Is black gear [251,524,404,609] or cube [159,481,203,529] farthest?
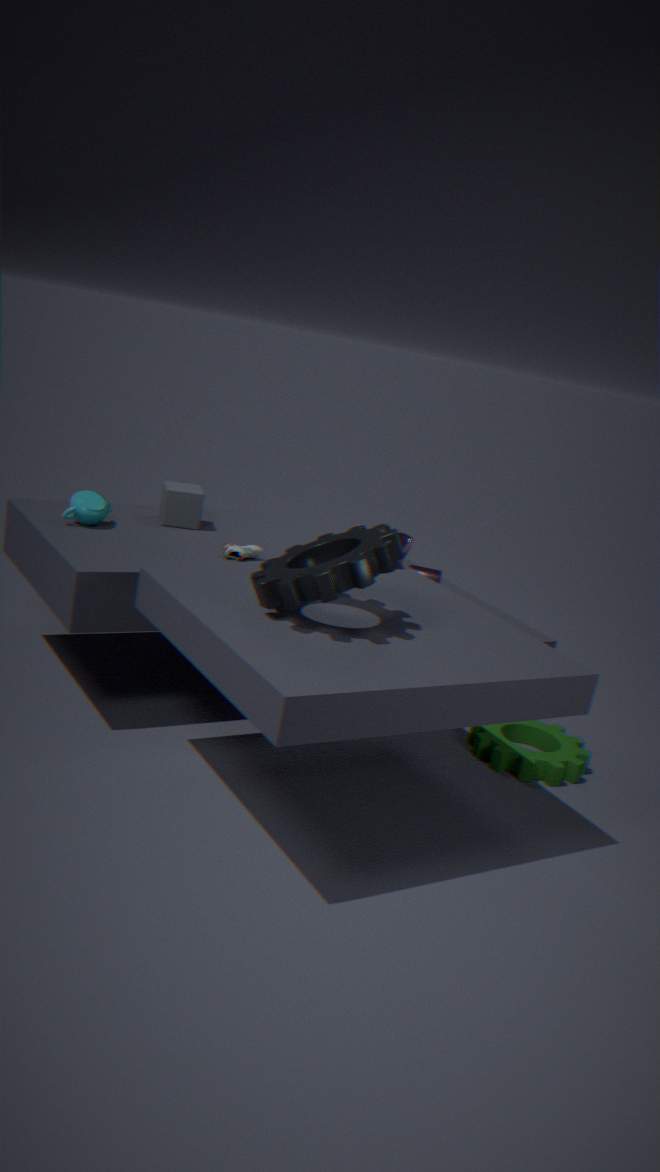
cube [159,481,203,529]
